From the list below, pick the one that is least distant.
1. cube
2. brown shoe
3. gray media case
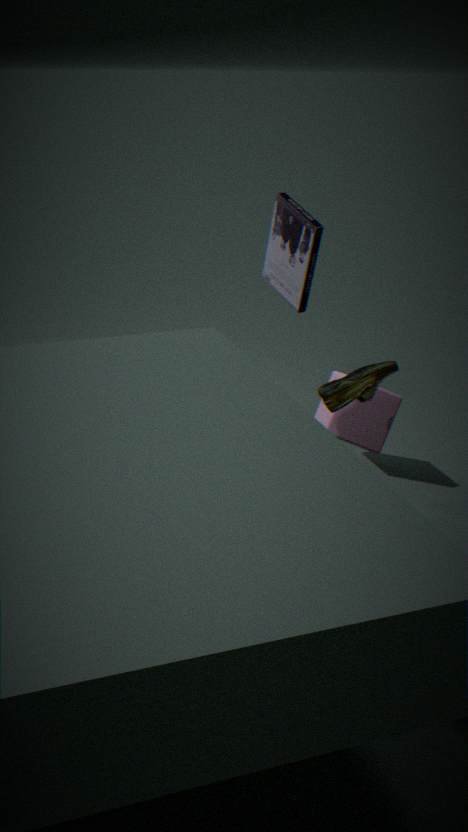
brown shoe
